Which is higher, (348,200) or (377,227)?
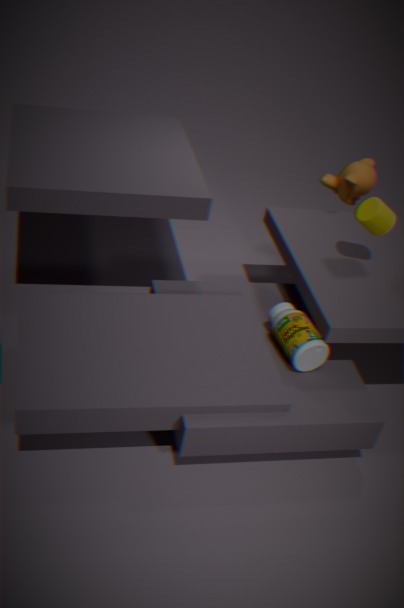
(377,227)
